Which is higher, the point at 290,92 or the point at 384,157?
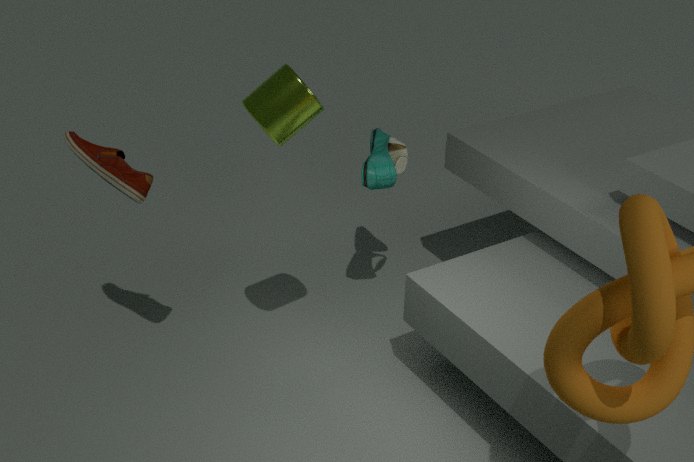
the point at 290,92
